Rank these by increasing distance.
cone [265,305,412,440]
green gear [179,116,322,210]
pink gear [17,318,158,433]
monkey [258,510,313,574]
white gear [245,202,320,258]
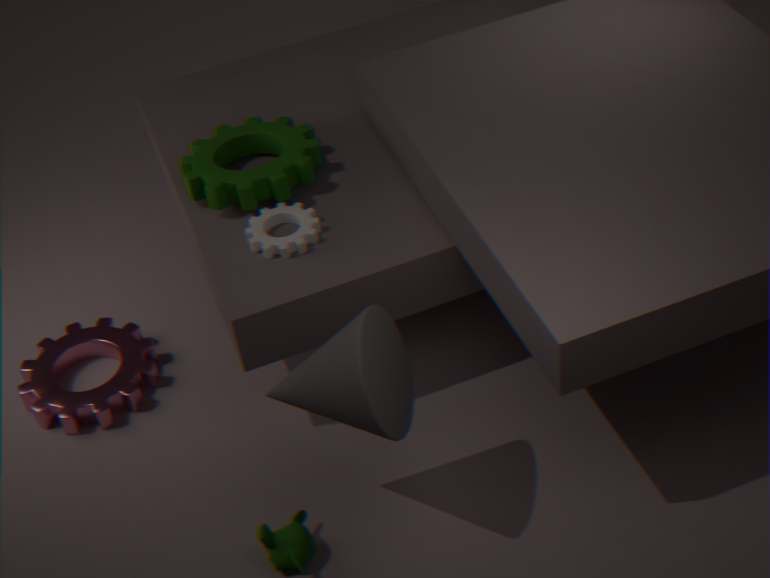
cone [265,305,412,440], monkey [258,510,313,574], white gear [245,202,320,258], green gear [179,116,322,210], pink gear [17,318,158,433]
